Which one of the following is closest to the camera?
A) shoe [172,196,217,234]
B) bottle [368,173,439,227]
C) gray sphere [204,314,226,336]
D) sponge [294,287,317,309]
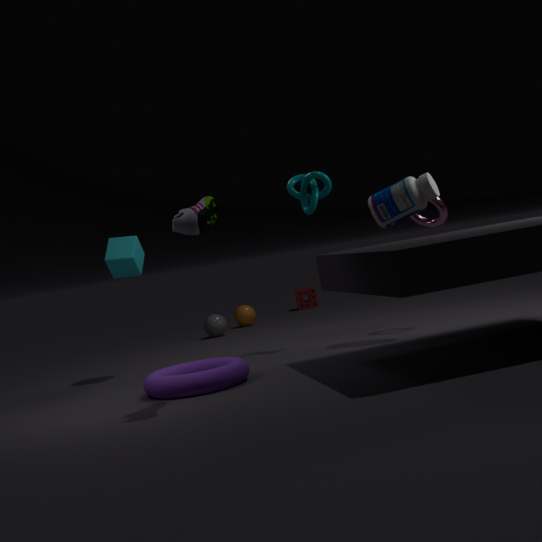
shoe [172,196,217,234]
